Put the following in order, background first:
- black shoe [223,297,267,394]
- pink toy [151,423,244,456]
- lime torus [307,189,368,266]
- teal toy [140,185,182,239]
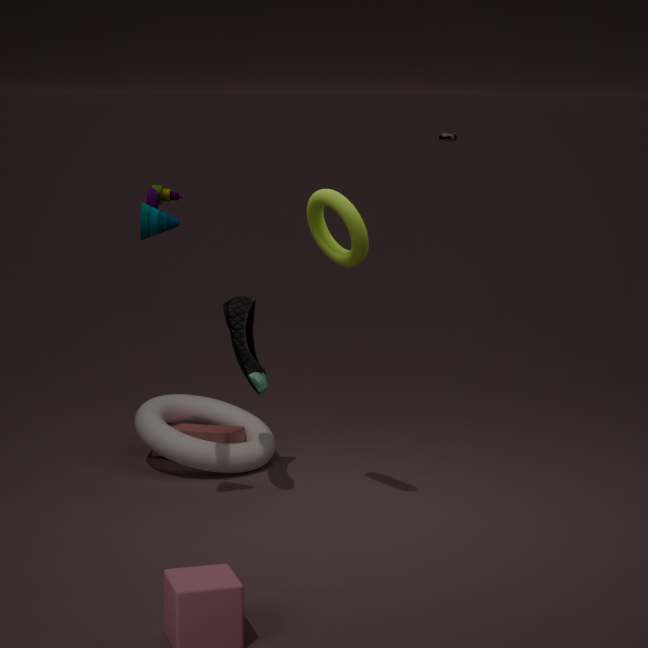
pink toy [151,423,244,456]
black shoe [223,297,267,394]
lime torus [307,189,368,266]
teal toy [140,185,182,239]
